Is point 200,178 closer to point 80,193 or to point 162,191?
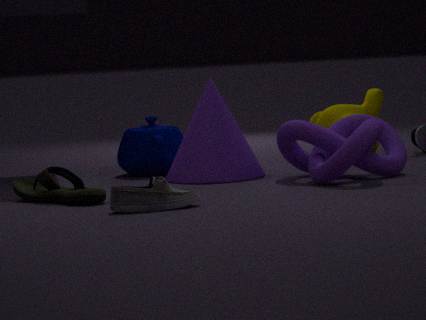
point 80,193
